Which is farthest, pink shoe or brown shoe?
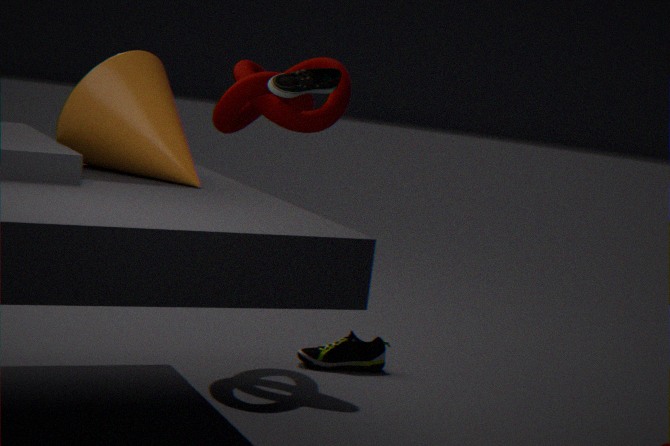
pink shoe
